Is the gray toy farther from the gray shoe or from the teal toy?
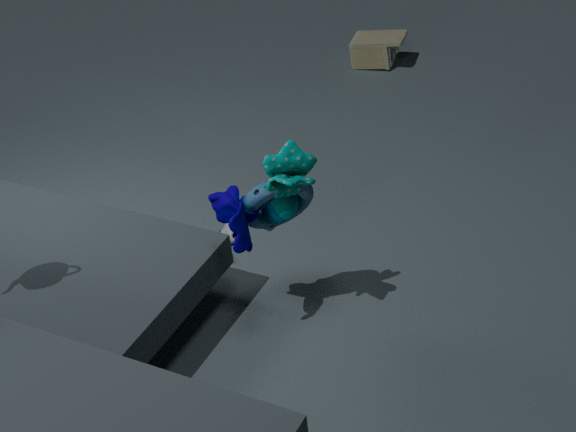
the teal toy
